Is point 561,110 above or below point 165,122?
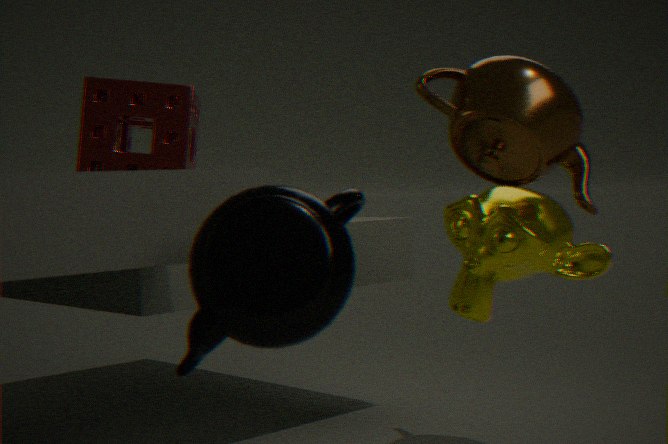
below
